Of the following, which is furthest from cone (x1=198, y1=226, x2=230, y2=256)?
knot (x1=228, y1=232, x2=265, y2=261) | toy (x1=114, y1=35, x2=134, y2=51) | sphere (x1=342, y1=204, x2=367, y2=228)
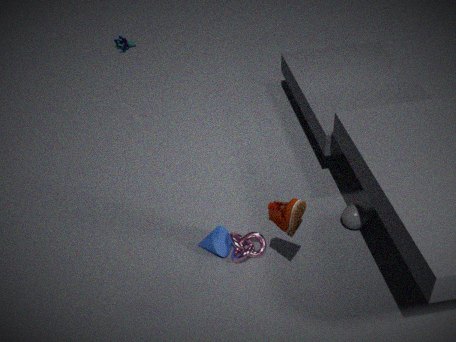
toy (x1=114, y1=35, x2=134, y2=51)
